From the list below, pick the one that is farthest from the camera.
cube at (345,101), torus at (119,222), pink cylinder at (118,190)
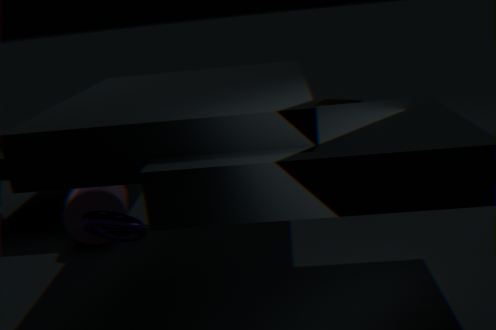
cube at (345,101)
